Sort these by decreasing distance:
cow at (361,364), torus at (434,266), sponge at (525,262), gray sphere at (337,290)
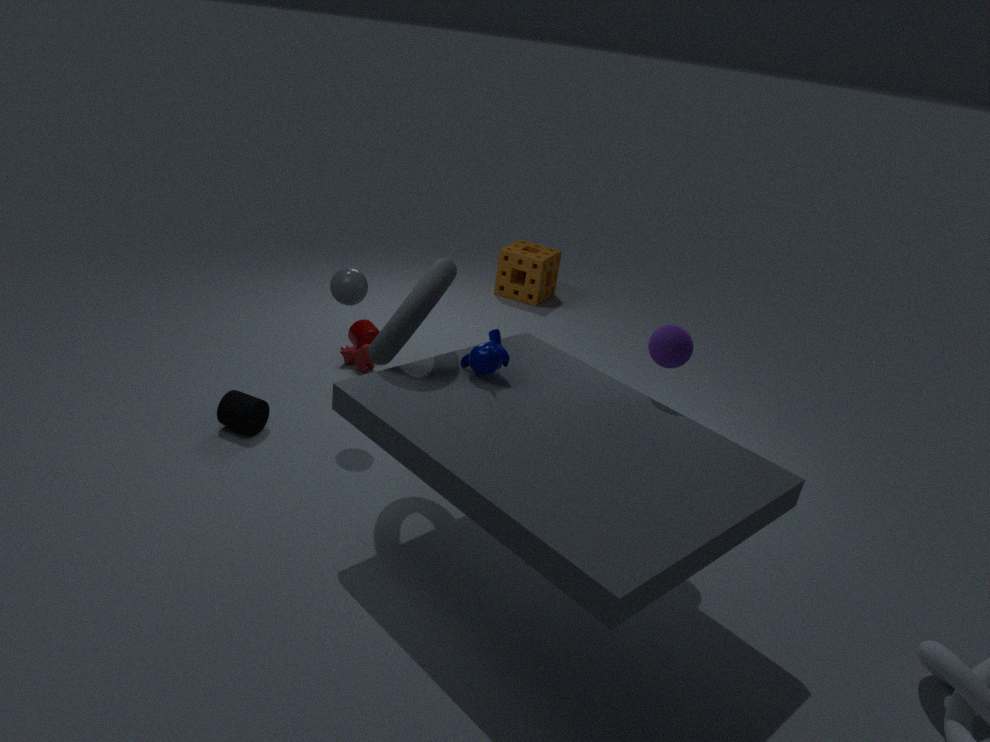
sponge at (525,262), cow at (361,364), gray sphere at (337,290), torus at (434,266)
